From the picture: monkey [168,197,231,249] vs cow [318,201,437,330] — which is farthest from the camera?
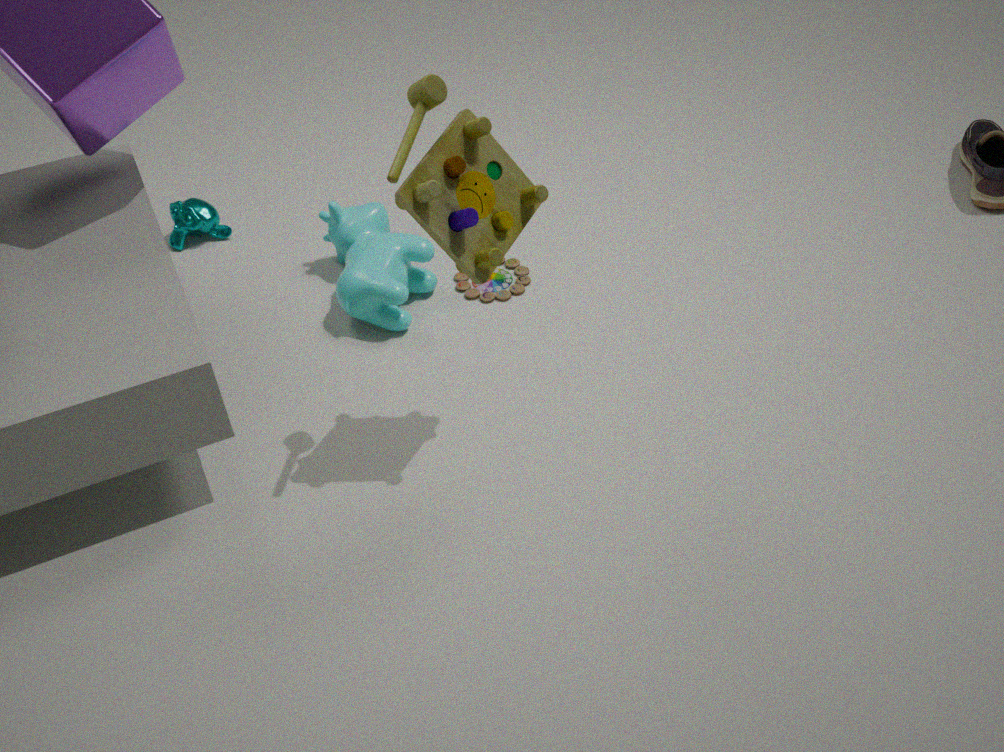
monkey [168,197,231,249]
